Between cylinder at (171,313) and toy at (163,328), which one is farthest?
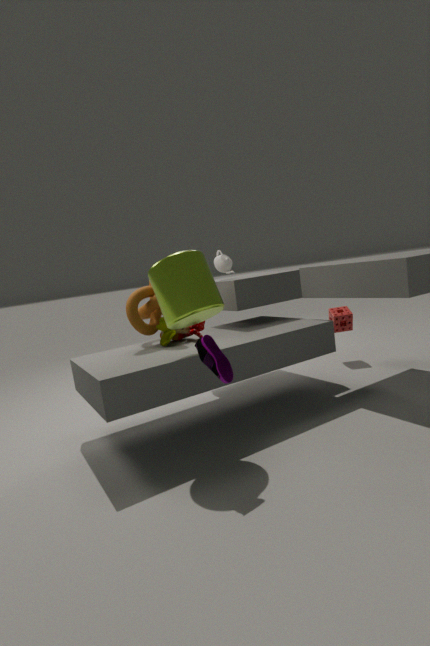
toy at (163,328)
